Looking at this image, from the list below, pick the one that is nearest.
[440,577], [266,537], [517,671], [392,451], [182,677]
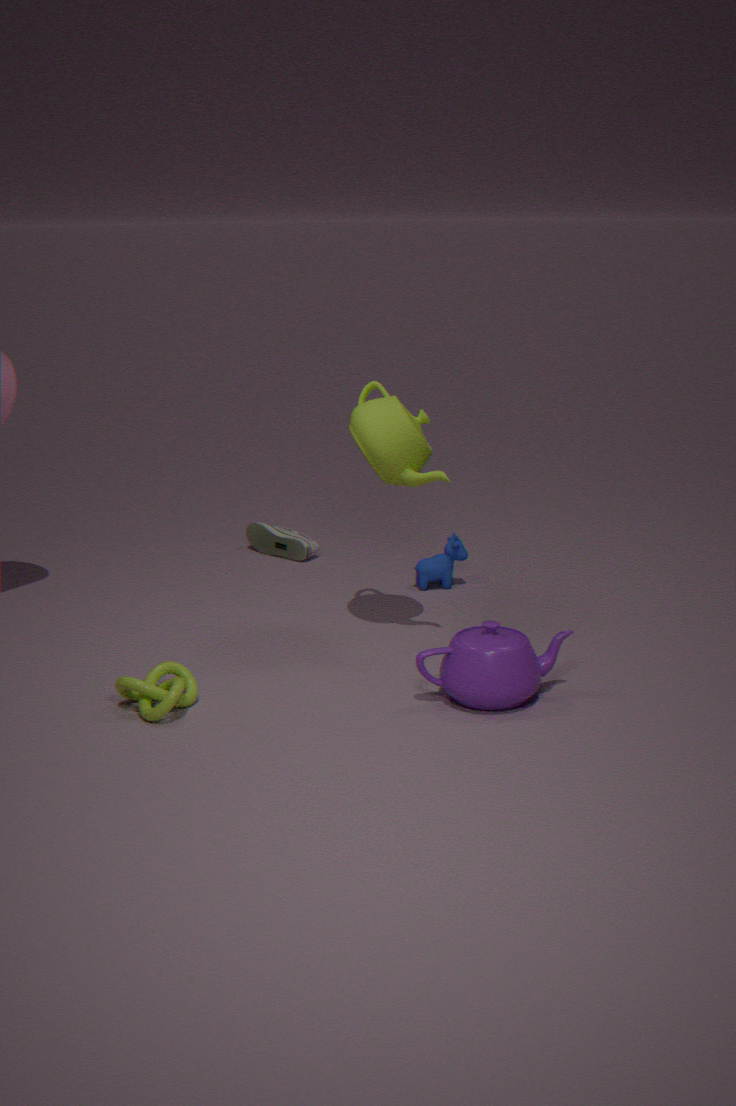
[517,671]
